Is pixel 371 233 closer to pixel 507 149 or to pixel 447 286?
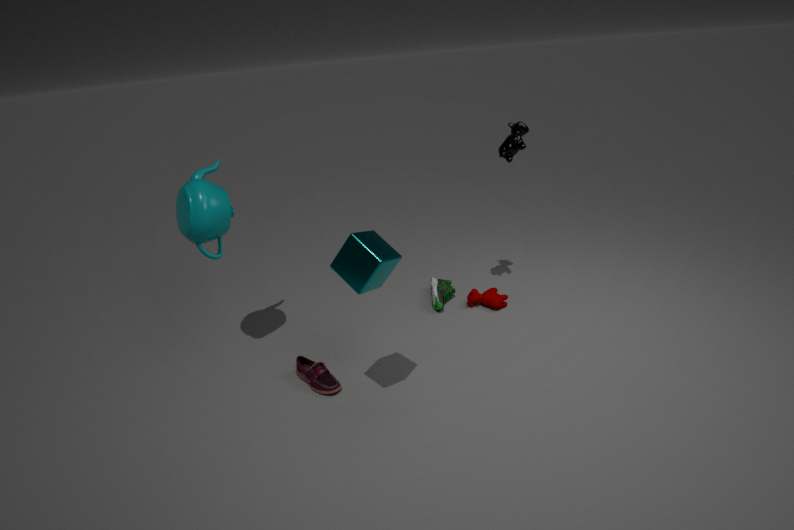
pixel 507 149
